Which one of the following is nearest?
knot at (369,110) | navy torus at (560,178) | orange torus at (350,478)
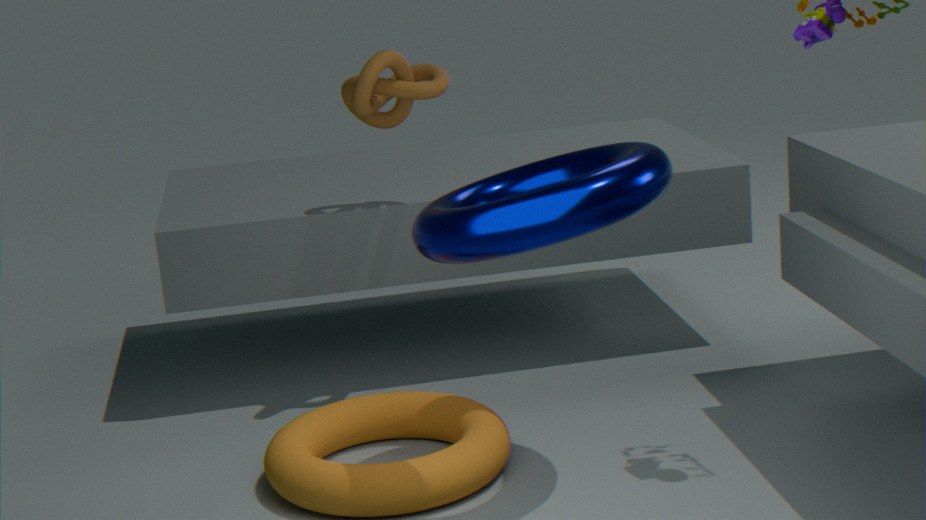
navy torus at (560,178)
